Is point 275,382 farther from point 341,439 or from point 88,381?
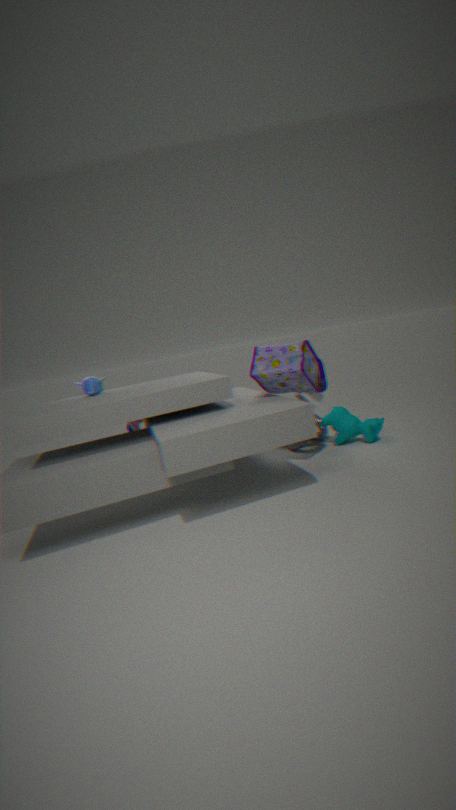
point 88,381
